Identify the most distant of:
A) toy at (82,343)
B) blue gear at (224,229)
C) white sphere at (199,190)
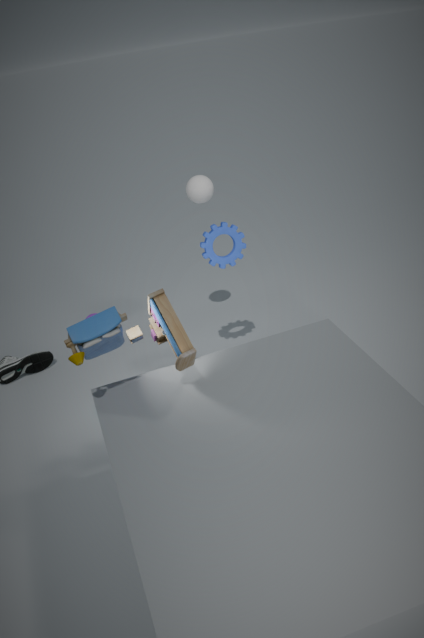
white sphere at (199,190)
